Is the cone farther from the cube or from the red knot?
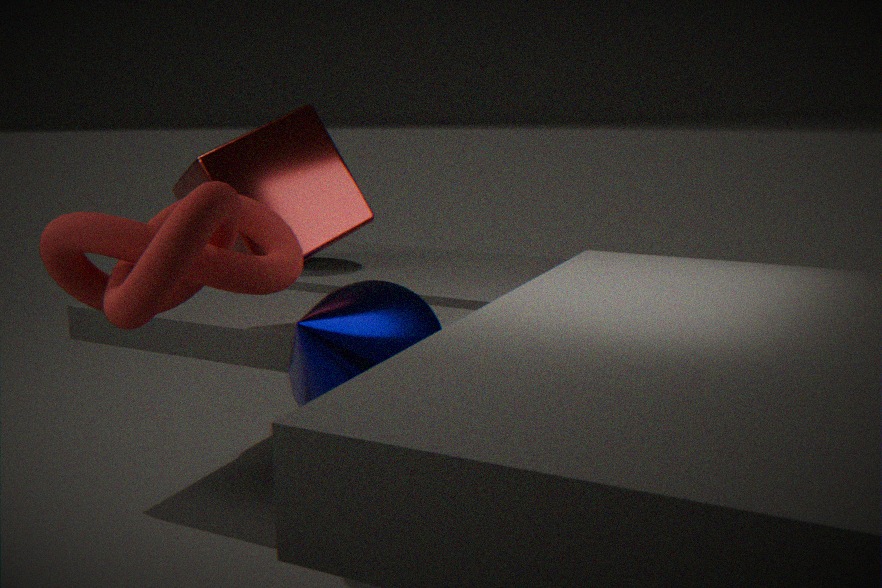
the cube
